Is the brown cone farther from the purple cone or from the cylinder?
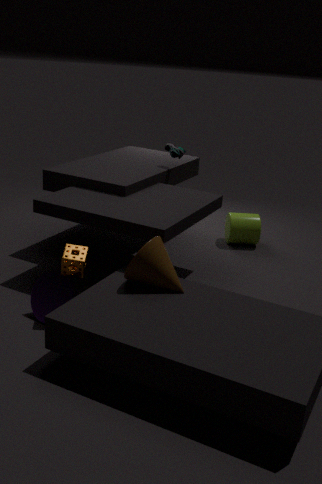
the cylinder
